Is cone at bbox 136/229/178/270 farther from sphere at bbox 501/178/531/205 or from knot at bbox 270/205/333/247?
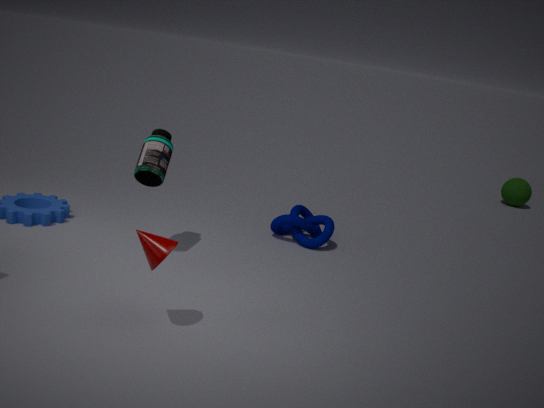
sphere at bbox 501/178/531/205
